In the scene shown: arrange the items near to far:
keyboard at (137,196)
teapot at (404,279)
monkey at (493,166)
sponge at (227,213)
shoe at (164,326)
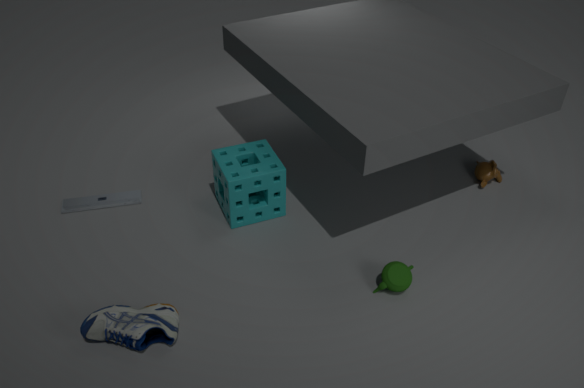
shoe at (164,326) < teapot at (404,279) < sponge at (227,213) < keyboard at (137,196) < monkey at (493,166)
